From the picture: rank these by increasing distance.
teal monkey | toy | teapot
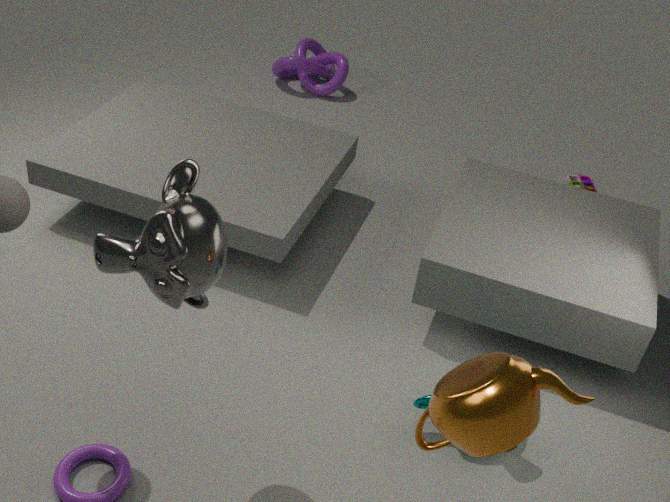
teapot < teal monkey < toy
